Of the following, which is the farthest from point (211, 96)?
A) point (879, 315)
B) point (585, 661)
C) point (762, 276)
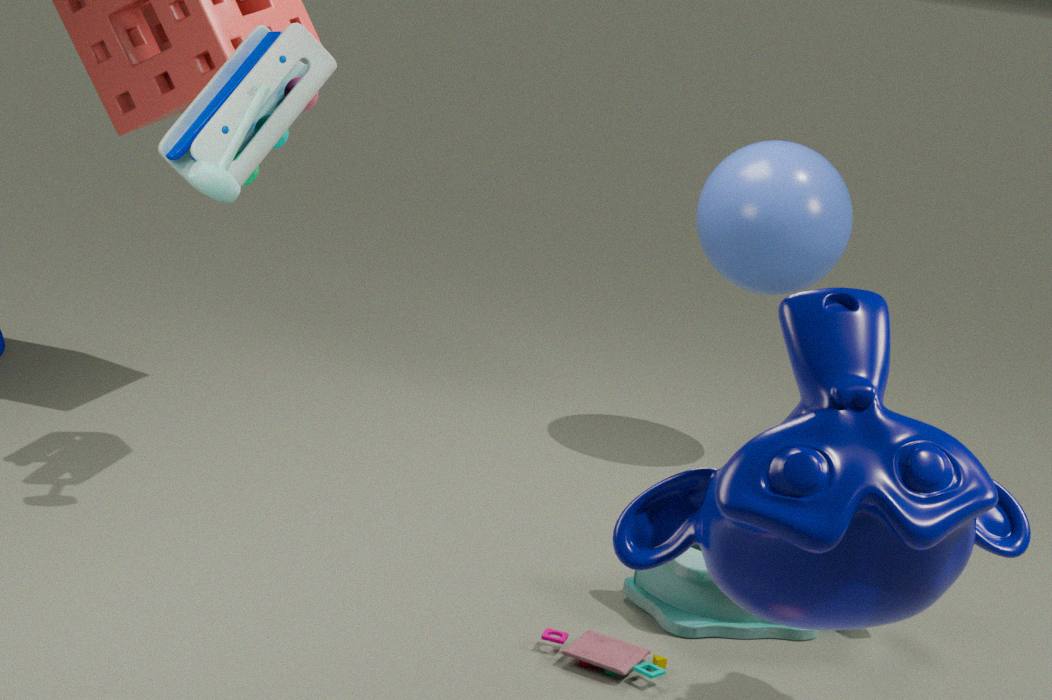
point (879, 315)
